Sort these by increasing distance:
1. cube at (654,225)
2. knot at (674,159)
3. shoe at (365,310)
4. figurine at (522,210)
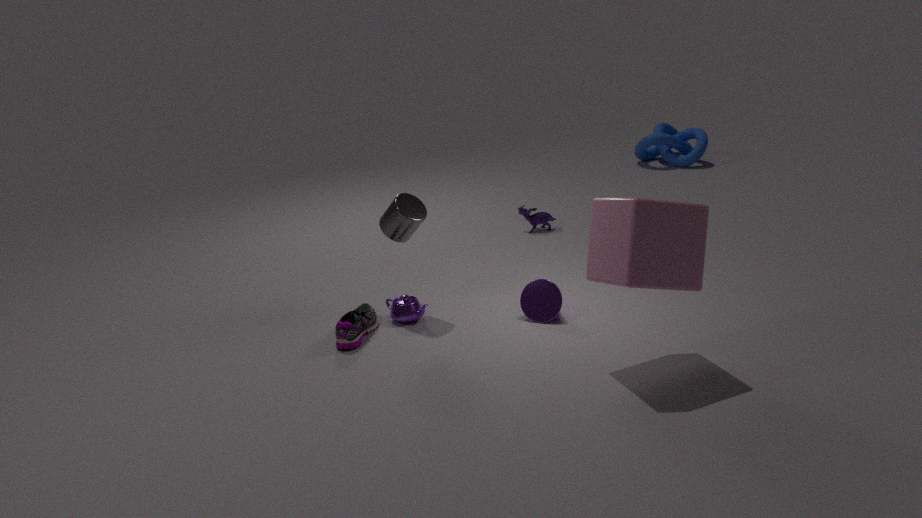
1. cube at (654,225)
2. shoe at (365,310)
3. figurine at (522,210)
4. knot at (674,159)
